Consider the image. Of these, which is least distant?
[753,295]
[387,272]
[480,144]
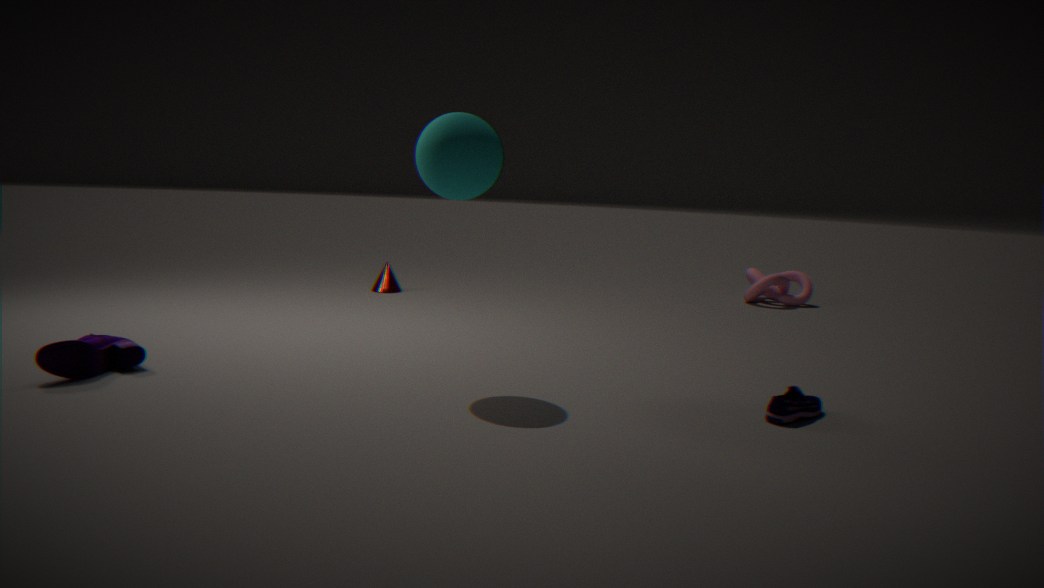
[480,144]
